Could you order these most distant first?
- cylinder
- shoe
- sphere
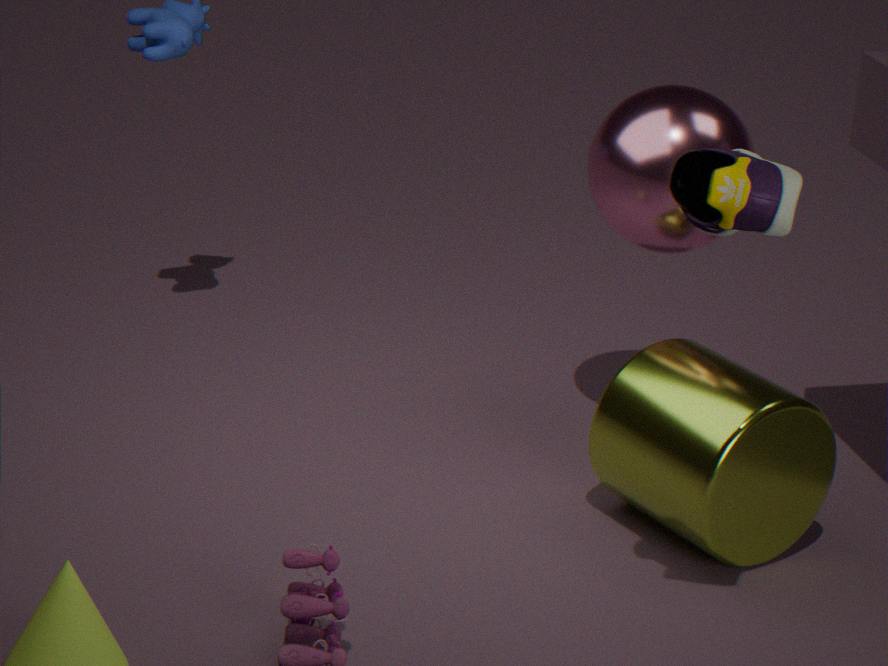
sphere
cylinder
shoe
